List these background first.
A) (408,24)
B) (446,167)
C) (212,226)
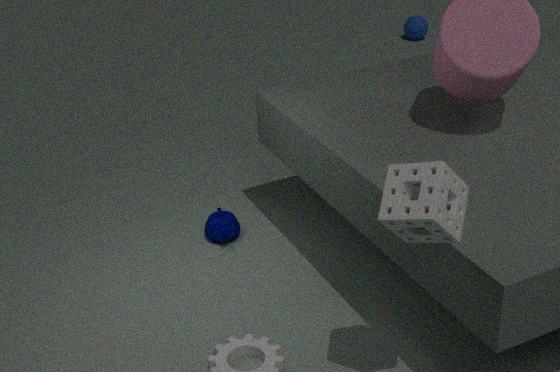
(408,24)
(212,226)
(446,167)
